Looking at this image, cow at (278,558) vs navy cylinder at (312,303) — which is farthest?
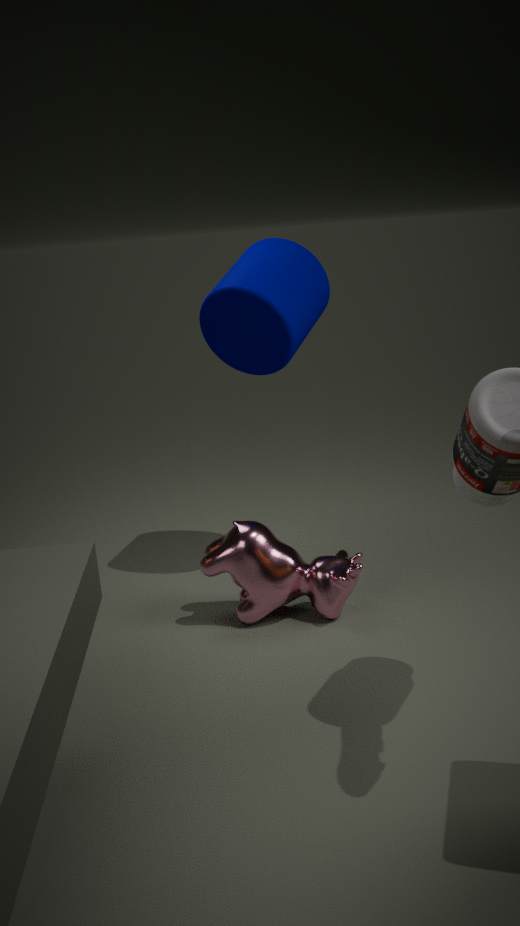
navy cylinder at (312,303)
